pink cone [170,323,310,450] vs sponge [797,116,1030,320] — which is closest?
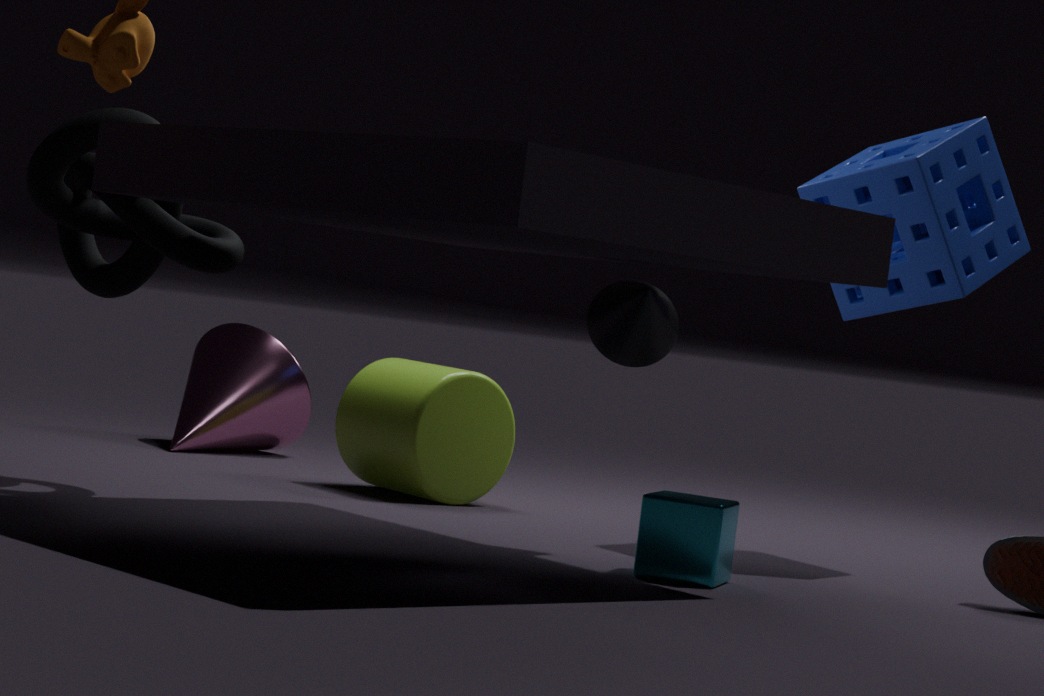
sponge [797,116,1030,320]
